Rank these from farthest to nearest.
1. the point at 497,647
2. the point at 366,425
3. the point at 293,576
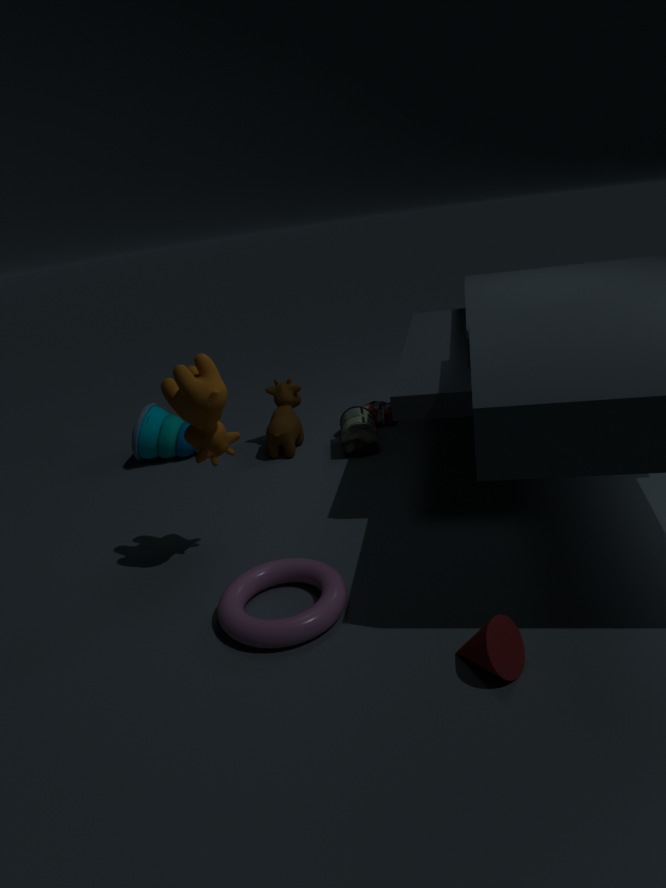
the point at 366,425 < the point at 293,576 < the point at 497,647
